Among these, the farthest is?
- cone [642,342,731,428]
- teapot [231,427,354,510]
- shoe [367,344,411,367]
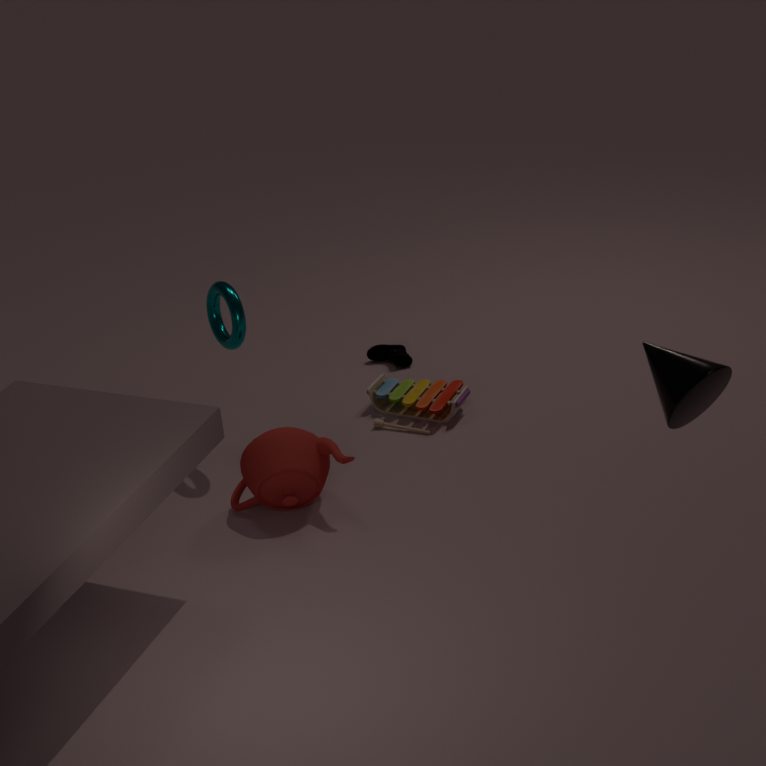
shoe [367,344,411,367]
